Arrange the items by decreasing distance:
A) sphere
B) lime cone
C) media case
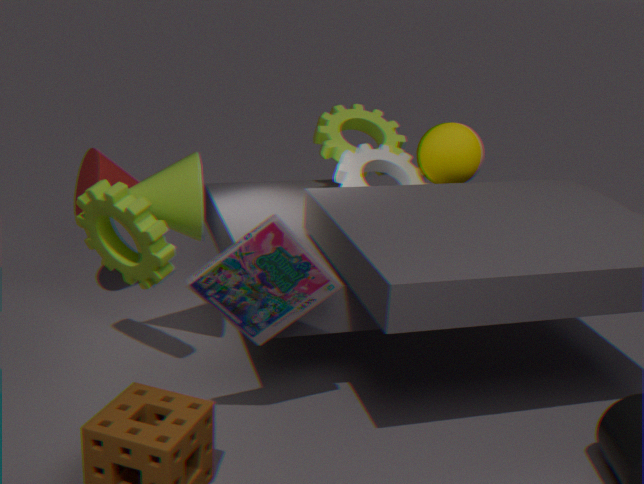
1. sphere
2. lime cone
3. media case
